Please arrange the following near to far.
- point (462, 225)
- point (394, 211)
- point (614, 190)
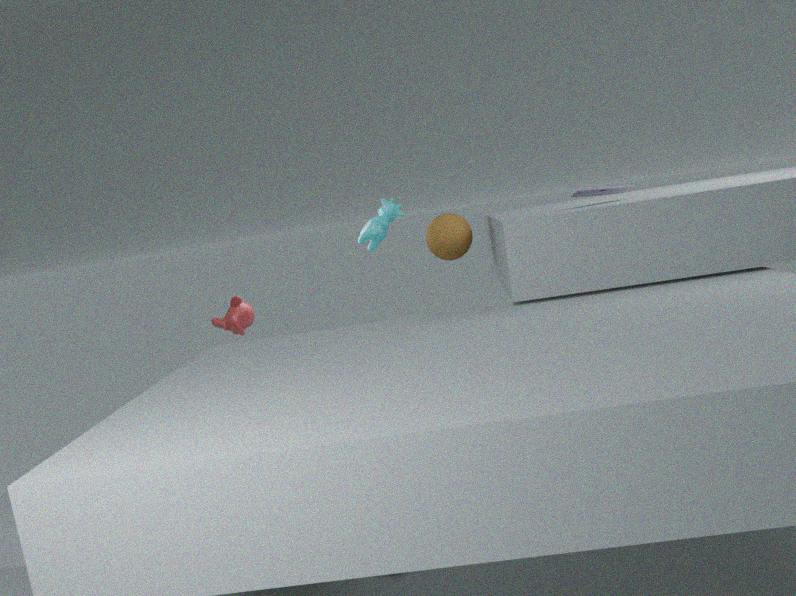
1. point (614, 190)
2. point (462, 225)
3. point (394, 211)
